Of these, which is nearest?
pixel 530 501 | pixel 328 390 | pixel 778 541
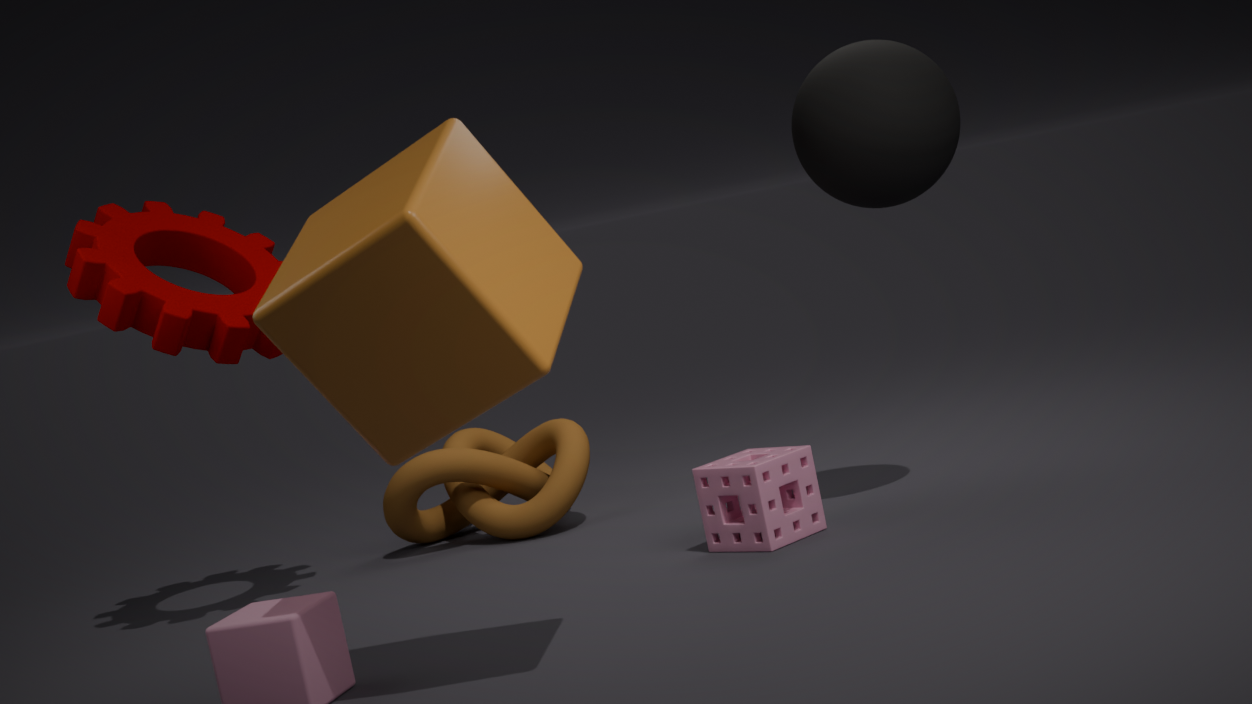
pixel 328 390
